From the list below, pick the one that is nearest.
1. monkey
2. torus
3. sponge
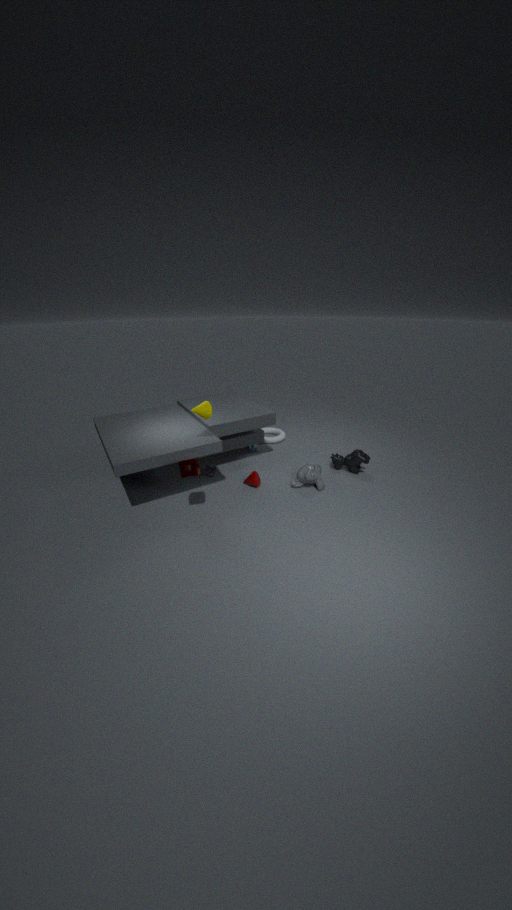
sponge
